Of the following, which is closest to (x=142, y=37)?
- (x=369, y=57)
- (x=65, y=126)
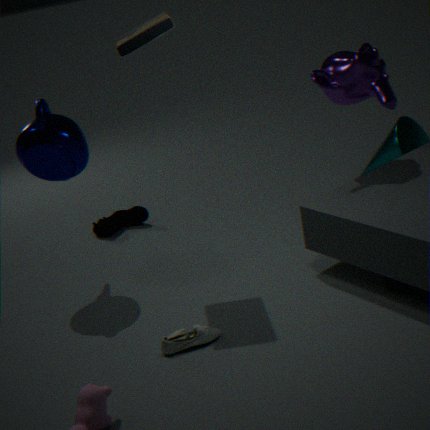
(x=65, y=126)
